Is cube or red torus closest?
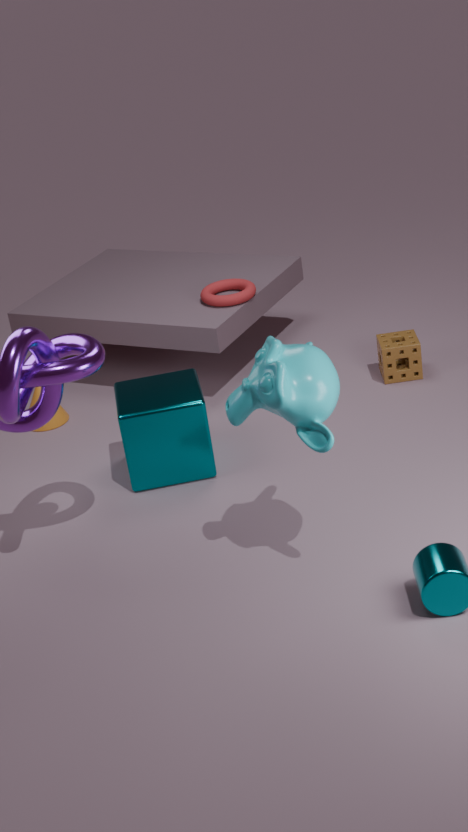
cube
